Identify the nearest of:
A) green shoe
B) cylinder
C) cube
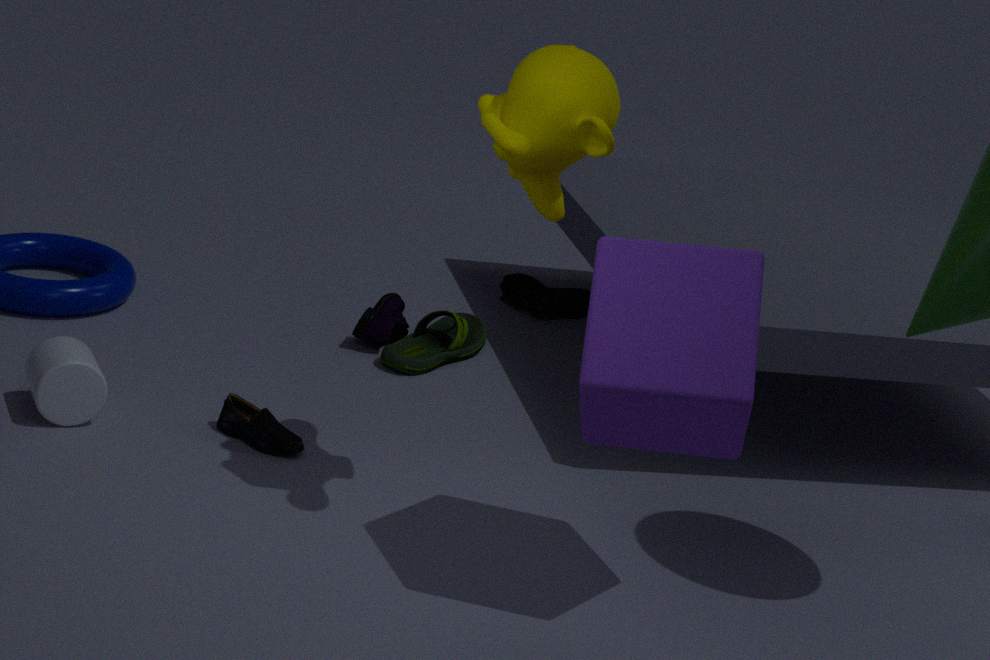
cube
